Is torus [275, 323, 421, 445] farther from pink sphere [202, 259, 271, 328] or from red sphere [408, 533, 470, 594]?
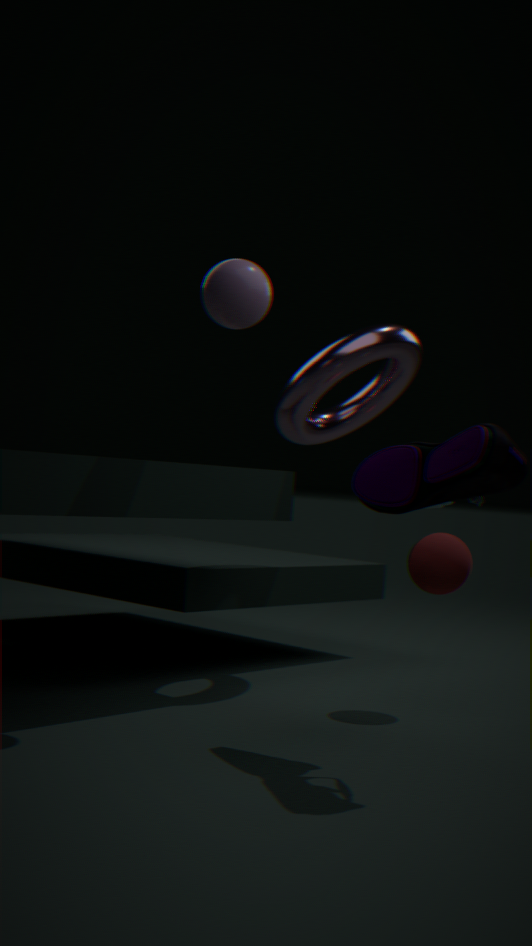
red sphere [408, 533, 470, 594]
